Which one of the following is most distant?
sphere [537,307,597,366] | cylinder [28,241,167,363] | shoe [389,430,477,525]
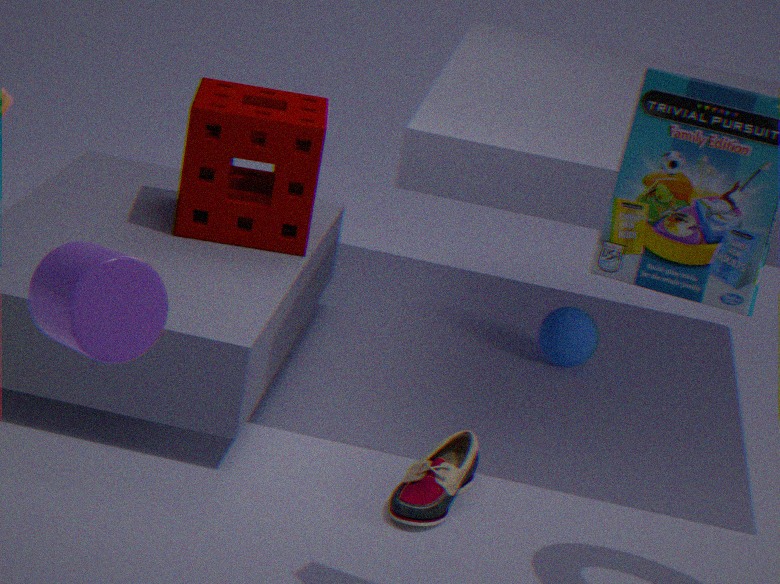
sphere [537,307,597,366]
